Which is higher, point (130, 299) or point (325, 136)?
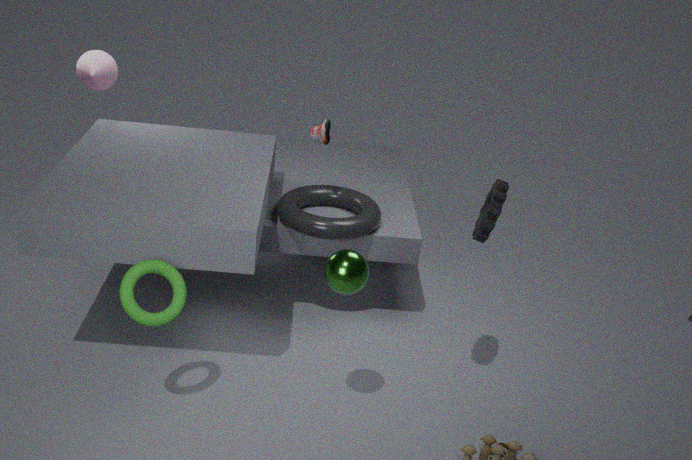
point (325, 136)
